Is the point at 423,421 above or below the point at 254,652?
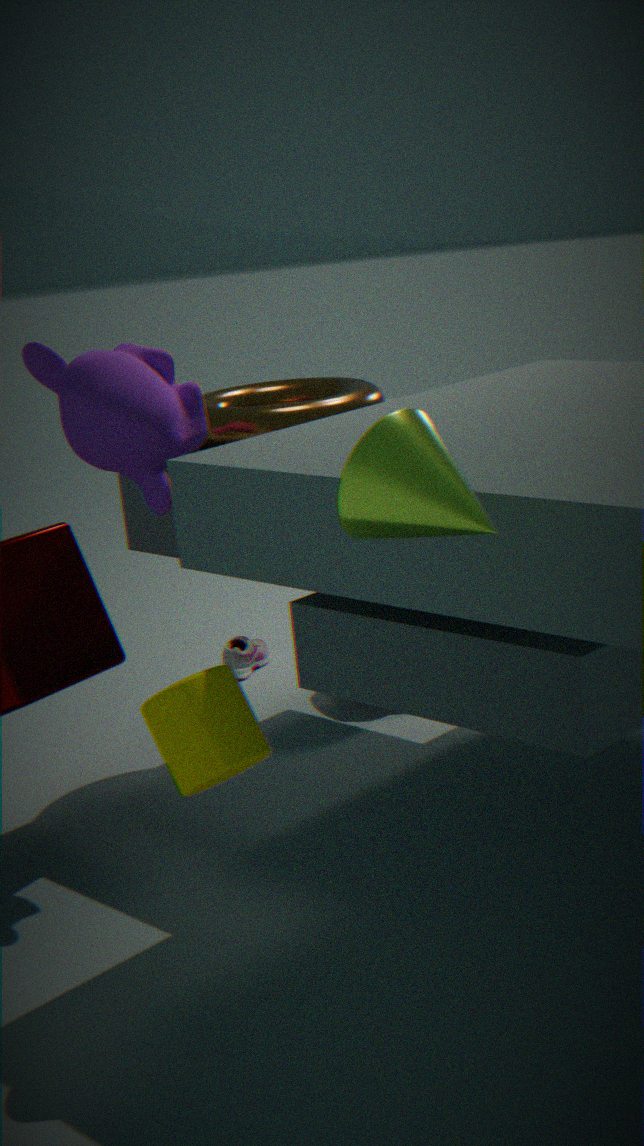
above
